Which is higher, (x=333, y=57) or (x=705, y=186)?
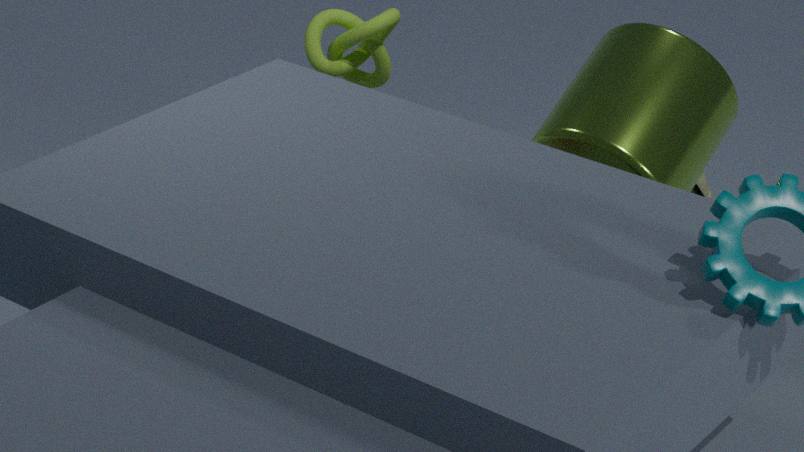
(x=333, y=57)
